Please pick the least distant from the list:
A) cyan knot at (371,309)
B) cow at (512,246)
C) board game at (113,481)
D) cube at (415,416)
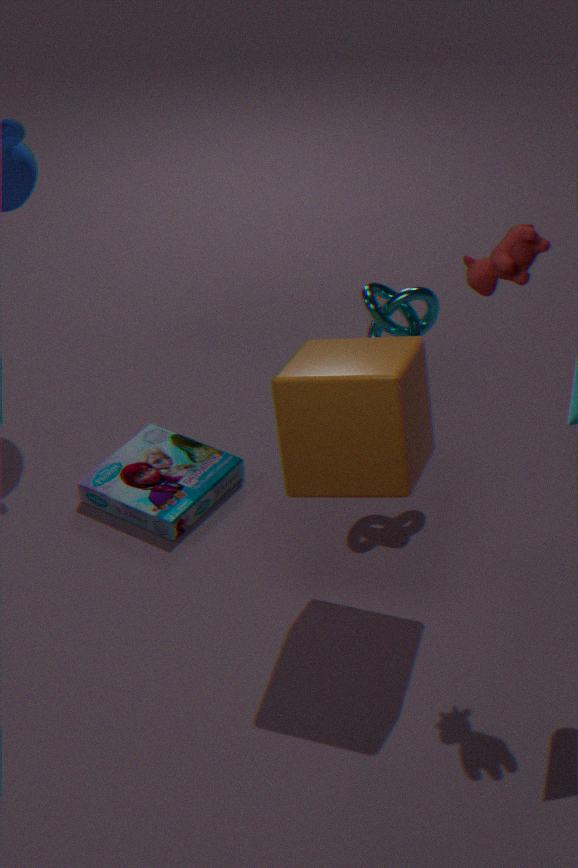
B. cow at (512,246)
